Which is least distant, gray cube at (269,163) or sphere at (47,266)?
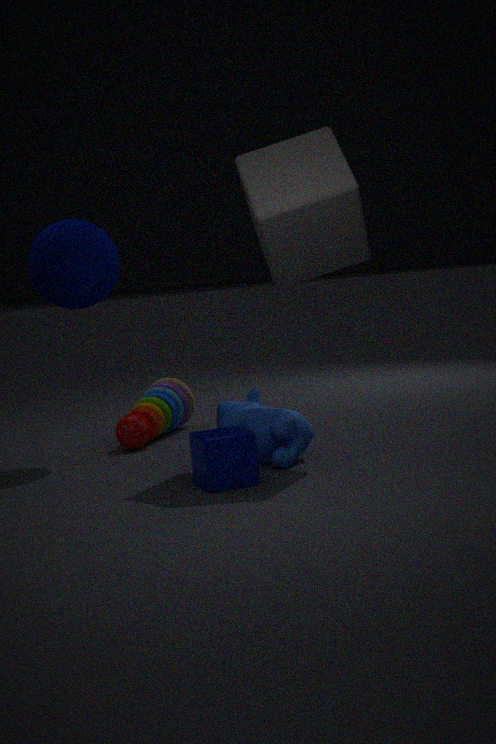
gray cube at (269,163)
